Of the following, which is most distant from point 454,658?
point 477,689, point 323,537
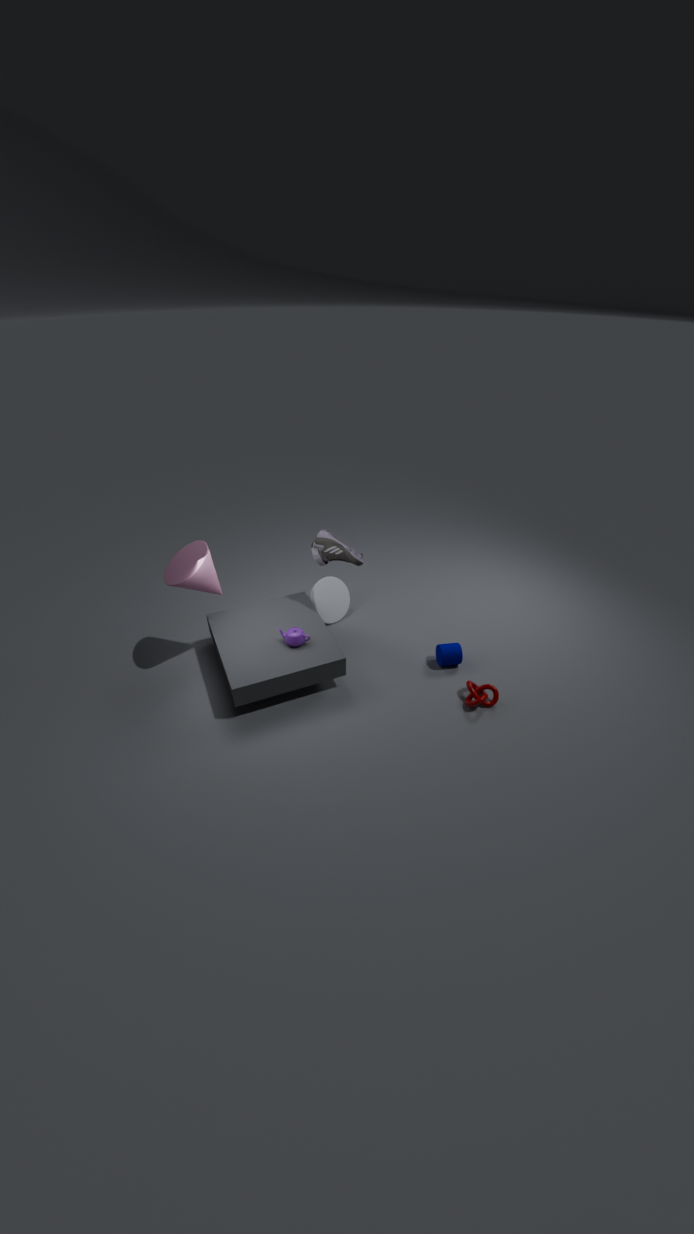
point 323,537
